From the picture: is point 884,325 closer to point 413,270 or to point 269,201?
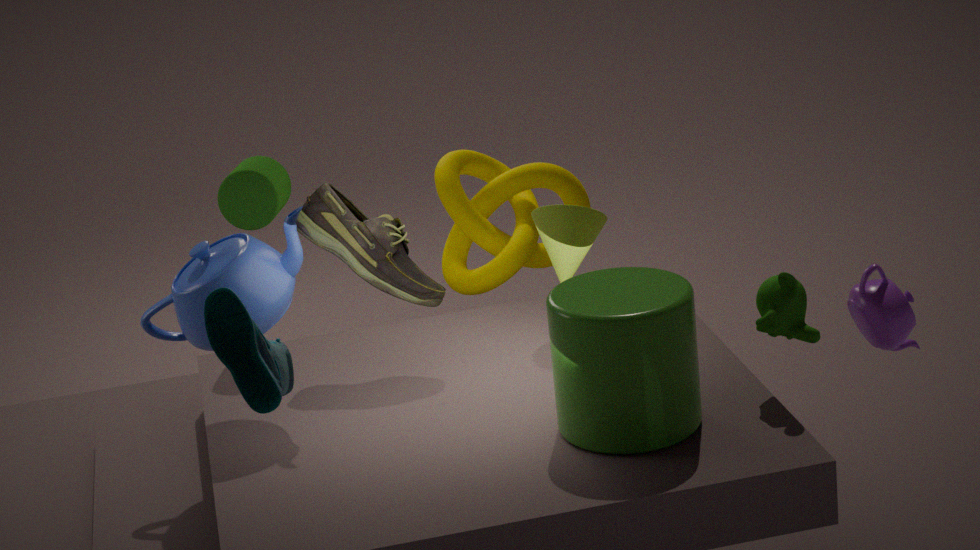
point 413,270
